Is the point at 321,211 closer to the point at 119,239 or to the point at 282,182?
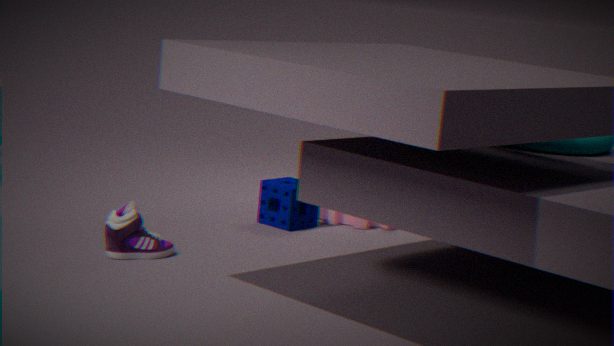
the point at 282,182
